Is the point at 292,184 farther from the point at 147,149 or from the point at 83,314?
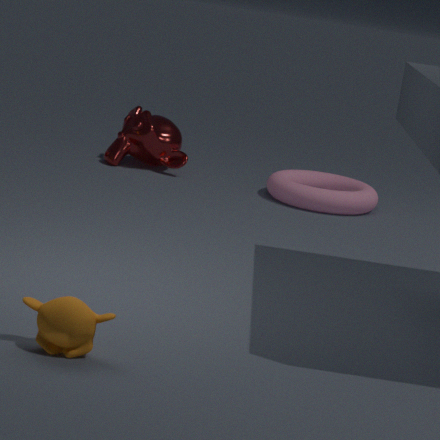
the point at 83,314
